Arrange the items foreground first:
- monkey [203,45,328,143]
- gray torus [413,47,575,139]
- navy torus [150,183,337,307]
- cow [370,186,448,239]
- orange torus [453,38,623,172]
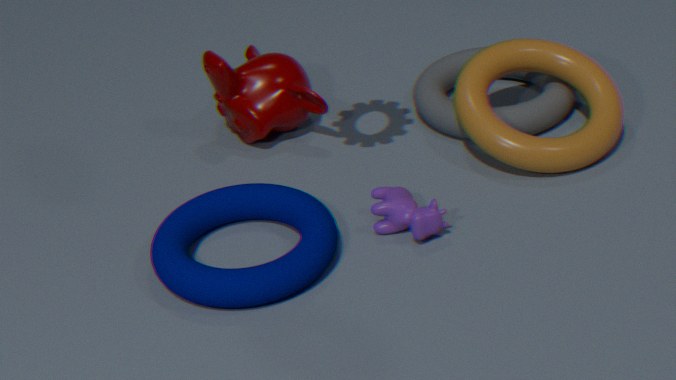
navy torus [150,183,337,307] < cow [370,186,448,239] < orange torus [453,38,623,172] < gray torus [413,47,575,139] < monkey [203,45,328,143]
